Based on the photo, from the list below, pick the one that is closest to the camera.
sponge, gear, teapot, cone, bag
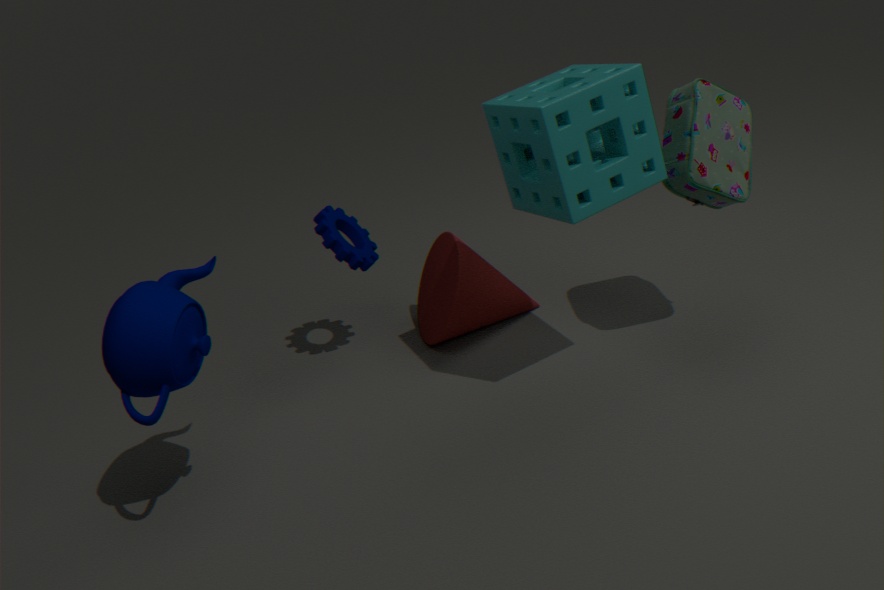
teapot
